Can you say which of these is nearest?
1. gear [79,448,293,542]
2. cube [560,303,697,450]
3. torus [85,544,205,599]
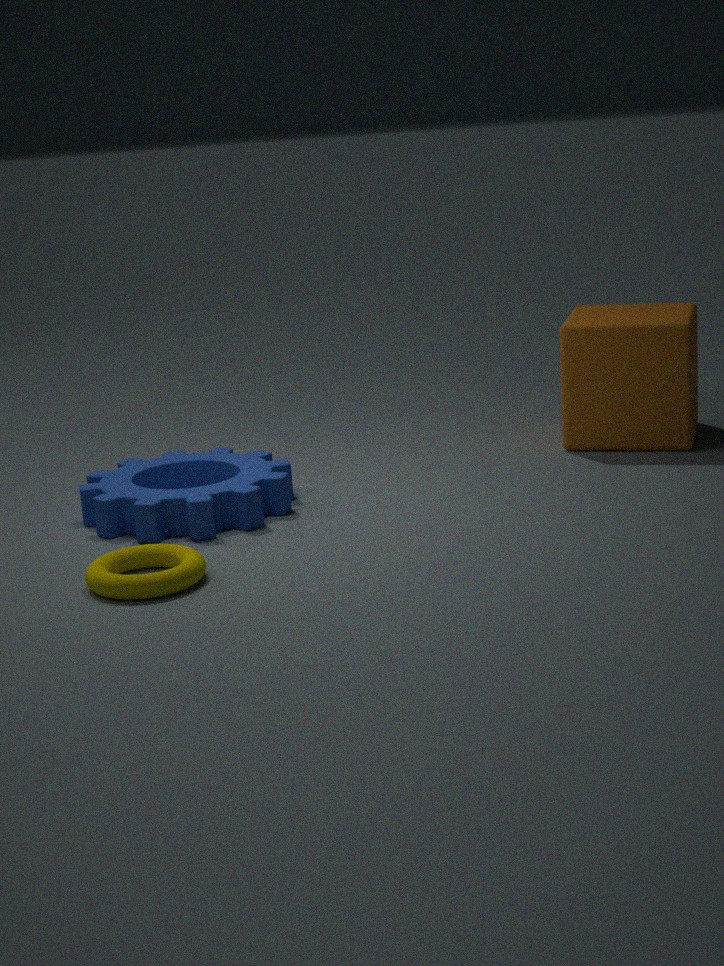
torus [85,544,205,599]
